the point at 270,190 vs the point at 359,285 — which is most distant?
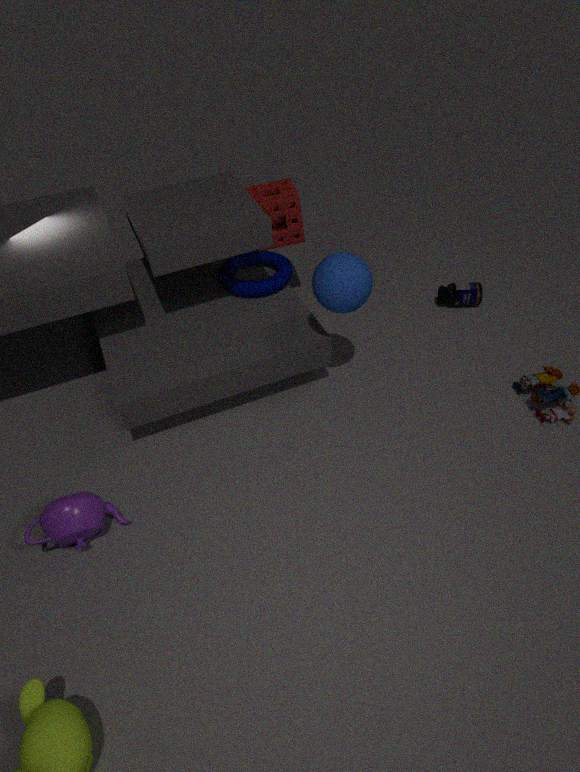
the point at 270,190
